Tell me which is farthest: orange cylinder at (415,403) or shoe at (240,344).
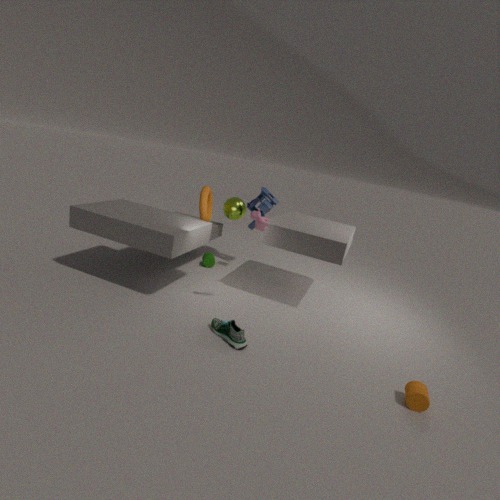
shoe at (240,344)
